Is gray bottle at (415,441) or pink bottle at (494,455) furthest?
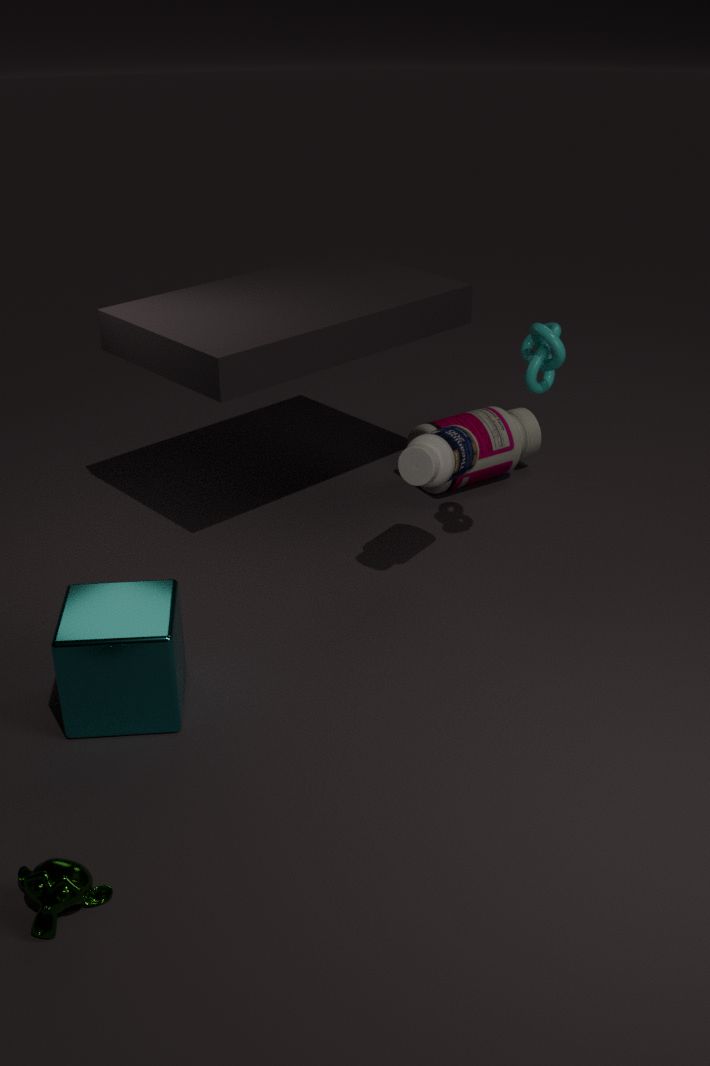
pink bottle at (494,455)
